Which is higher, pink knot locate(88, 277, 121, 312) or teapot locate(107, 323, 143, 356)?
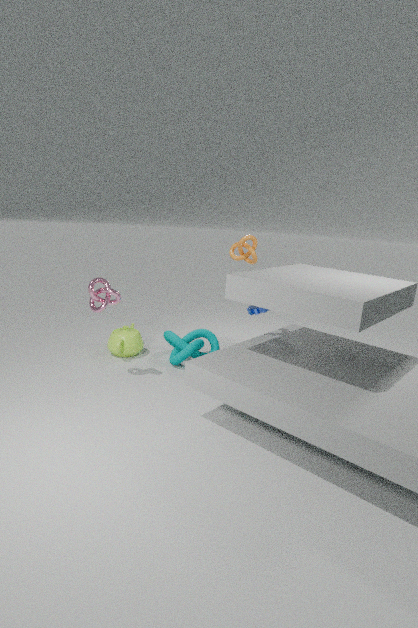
pink knot locate(88, 277, 121, 312)
